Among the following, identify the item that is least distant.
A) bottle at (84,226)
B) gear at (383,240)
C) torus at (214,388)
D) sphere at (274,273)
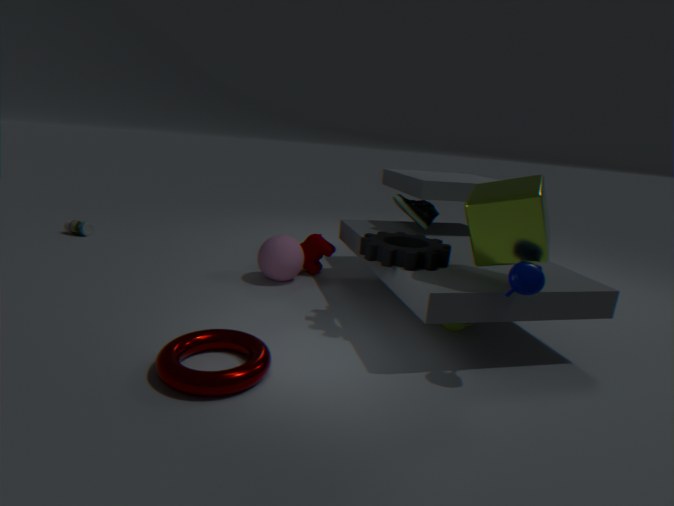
torus at (214,388)
